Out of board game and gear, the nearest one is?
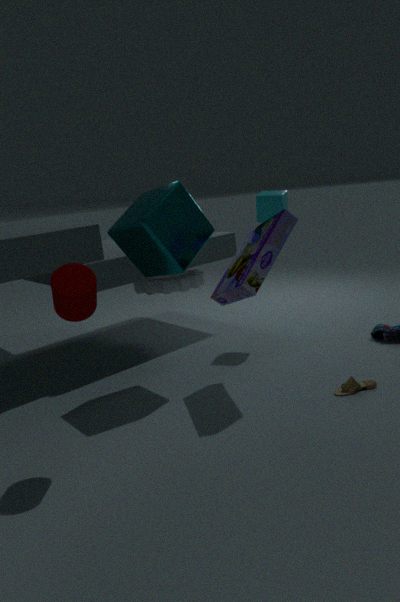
board game
